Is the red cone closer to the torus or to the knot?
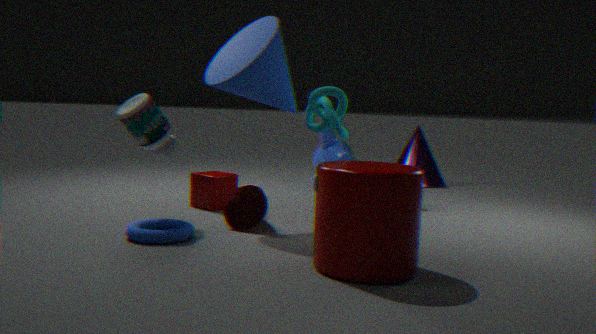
the torus
